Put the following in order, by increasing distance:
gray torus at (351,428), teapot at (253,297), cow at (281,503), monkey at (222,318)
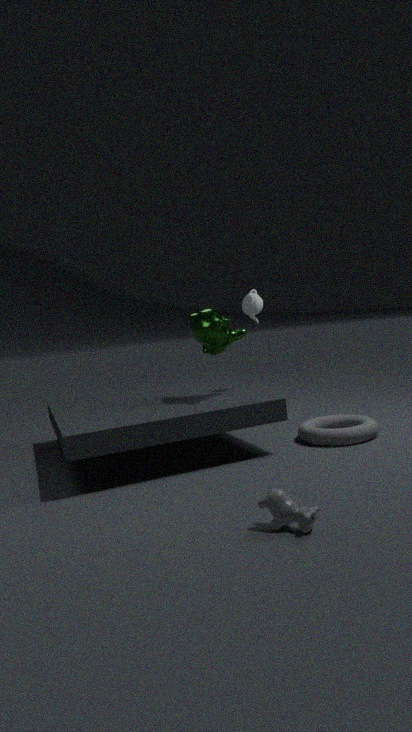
cow at (281,503) < gray torus at (351,428) < monkey at (222,318) < teapot at (253,297)
